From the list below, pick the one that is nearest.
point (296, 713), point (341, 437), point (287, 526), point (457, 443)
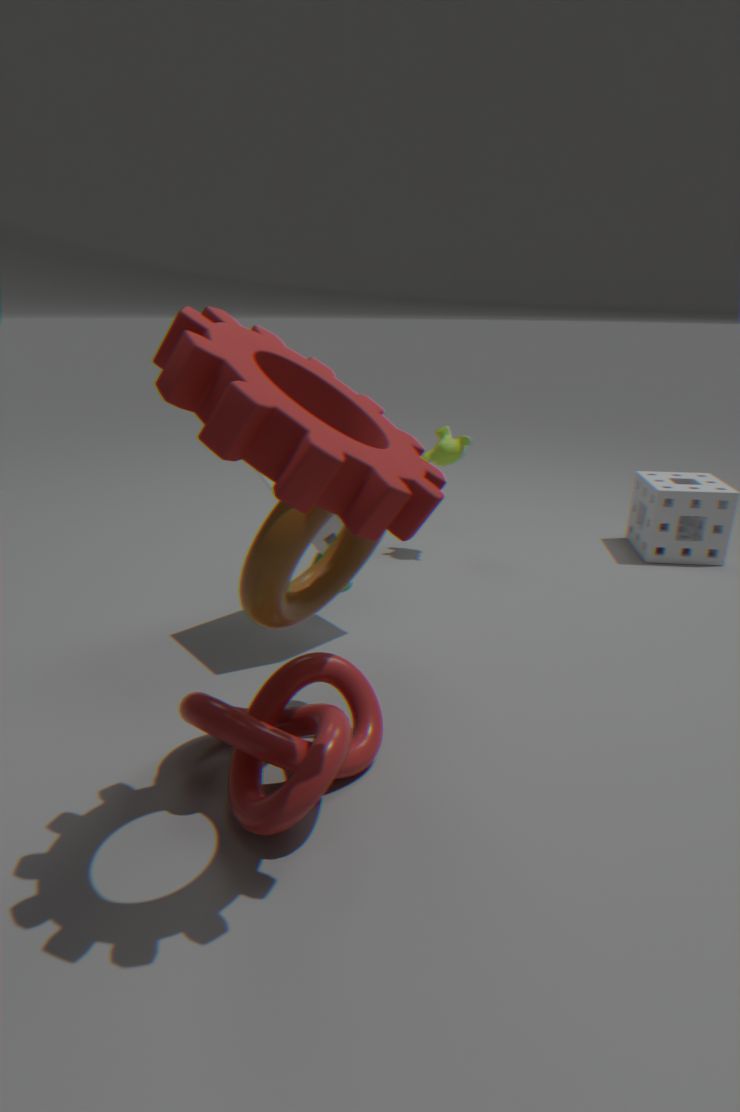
point (341, 437)
